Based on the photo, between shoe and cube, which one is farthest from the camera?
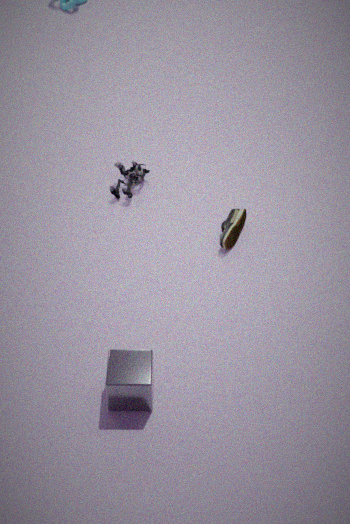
shoe
